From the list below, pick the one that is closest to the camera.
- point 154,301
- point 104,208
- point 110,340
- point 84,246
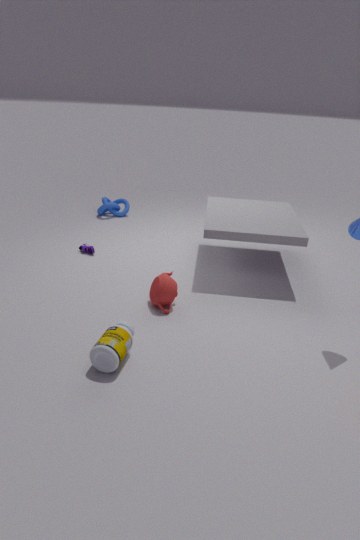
point 110,340
